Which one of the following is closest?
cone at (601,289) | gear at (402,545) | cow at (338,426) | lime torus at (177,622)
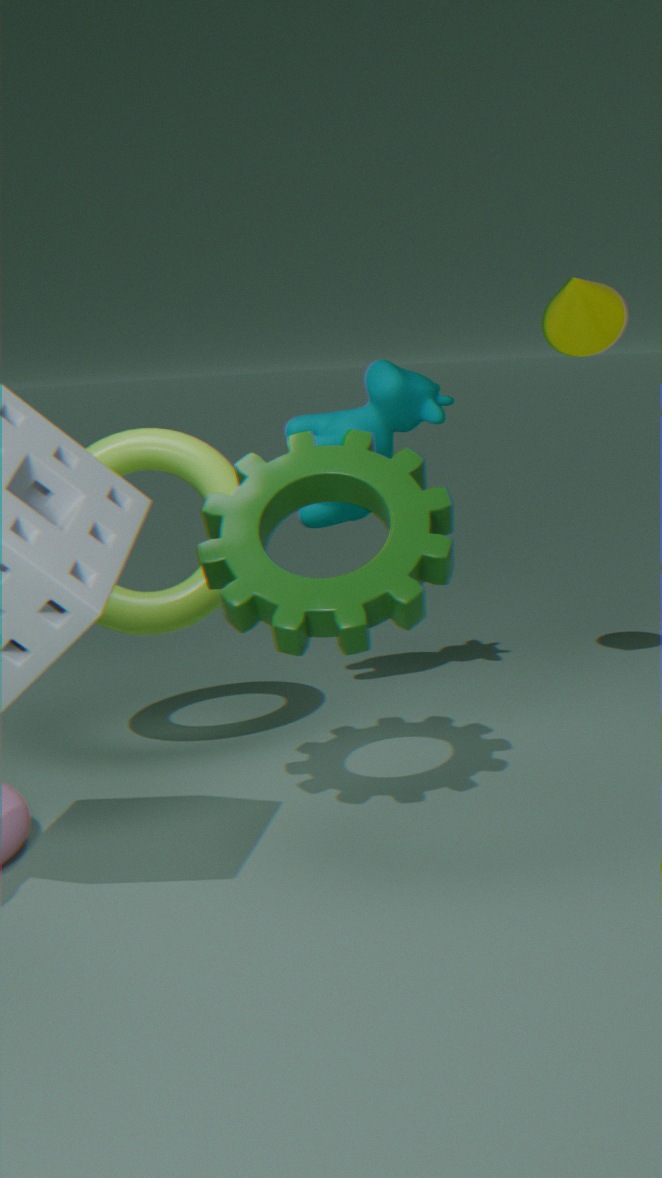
gear at (402,545)
